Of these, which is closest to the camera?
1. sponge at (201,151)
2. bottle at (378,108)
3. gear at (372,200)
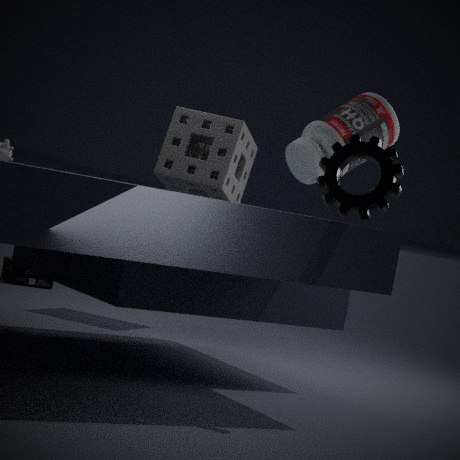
gear at (372,200)
